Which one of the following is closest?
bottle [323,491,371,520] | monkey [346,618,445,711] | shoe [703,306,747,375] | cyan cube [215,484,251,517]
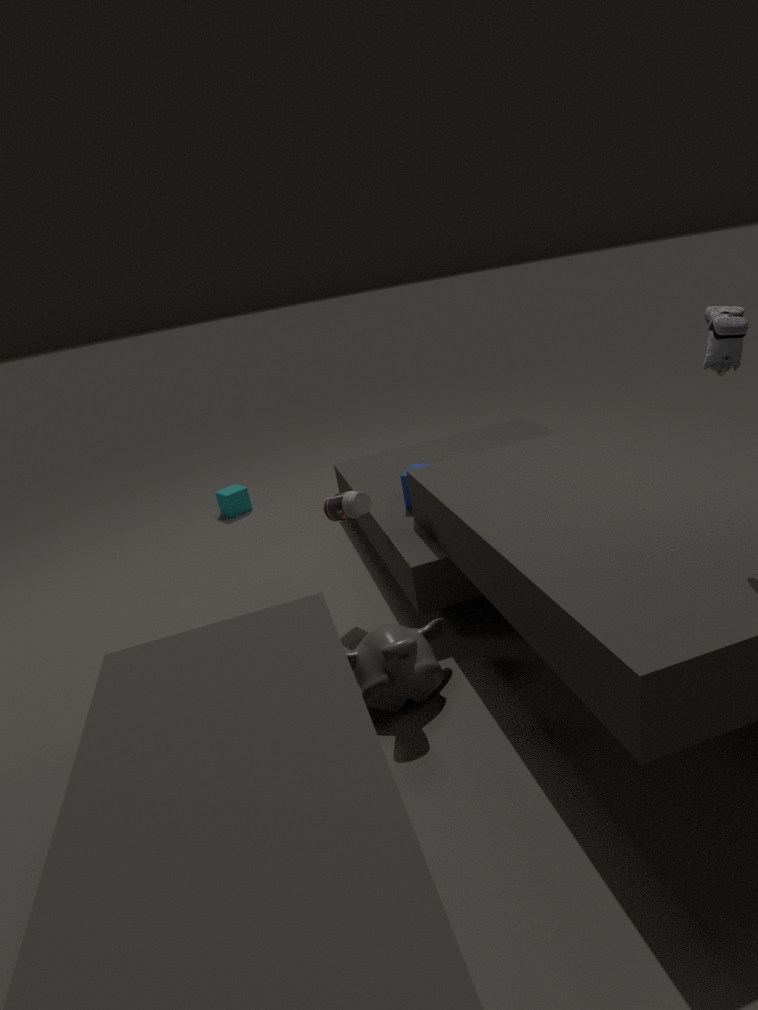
shoe [703,306,747,375]
